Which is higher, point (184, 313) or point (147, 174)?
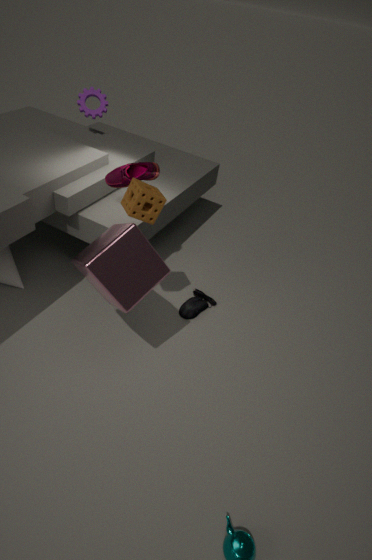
point (147, 174)
